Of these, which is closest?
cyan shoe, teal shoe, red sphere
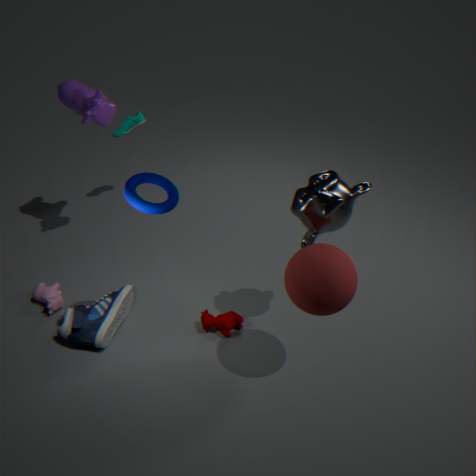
red sphere
